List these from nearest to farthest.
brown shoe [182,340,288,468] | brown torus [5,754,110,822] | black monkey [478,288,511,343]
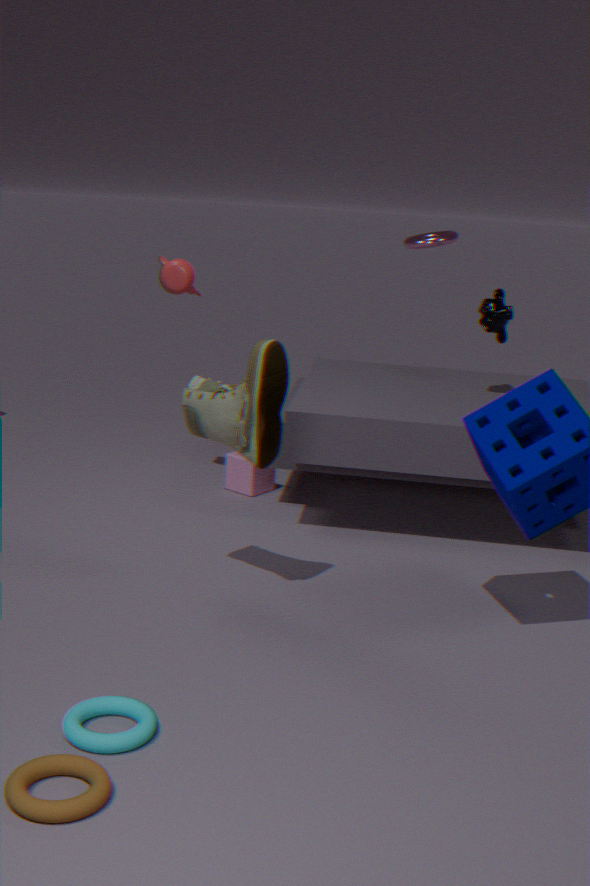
brown torus [5,754,110,822] < brown shoe [182,340,288,468] < black monkey [478,288,511,343]
